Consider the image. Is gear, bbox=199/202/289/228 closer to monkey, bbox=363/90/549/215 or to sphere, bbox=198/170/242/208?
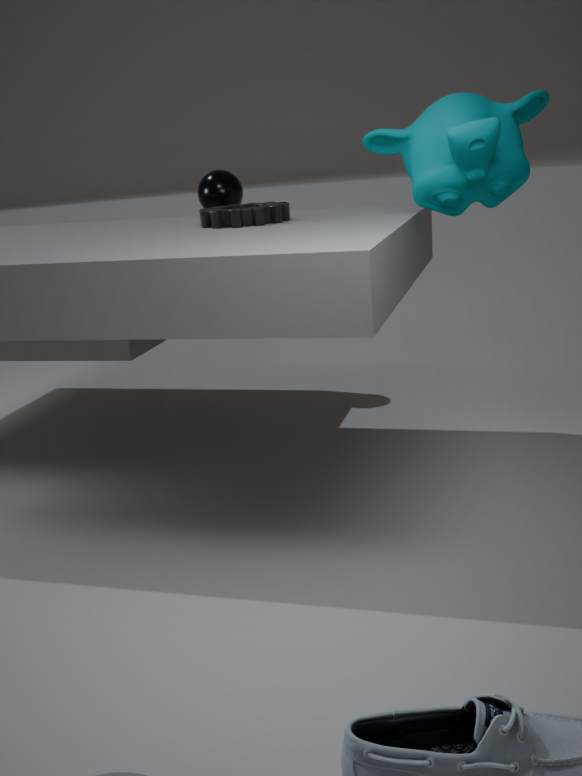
monkey, bbox=363/90/549/215
